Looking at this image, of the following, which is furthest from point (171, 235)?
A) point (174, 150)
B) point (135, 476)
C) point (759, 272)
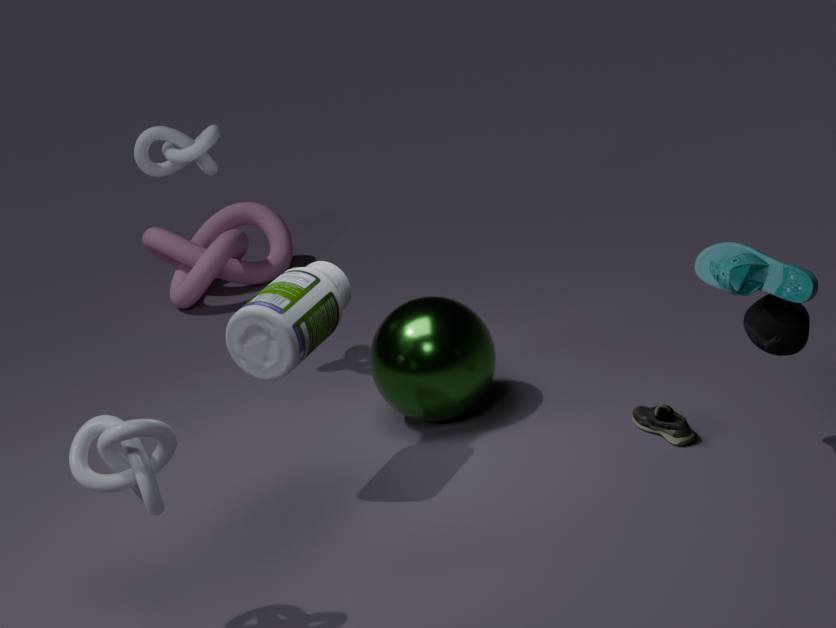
point (759, 272)
